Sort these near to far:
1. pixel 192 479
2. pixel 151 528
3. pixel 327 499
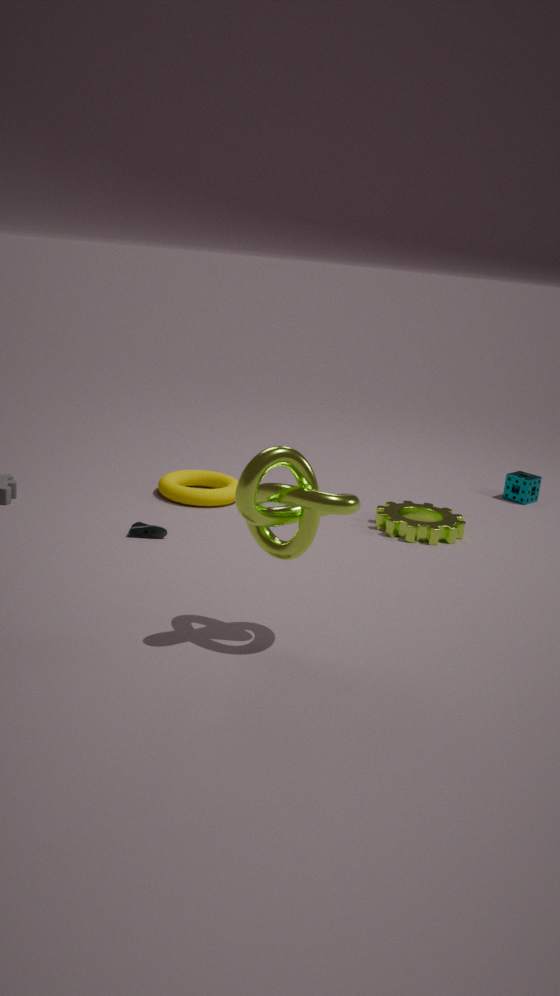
pixel 327 499, pixel 151 528, pixel 192 479
